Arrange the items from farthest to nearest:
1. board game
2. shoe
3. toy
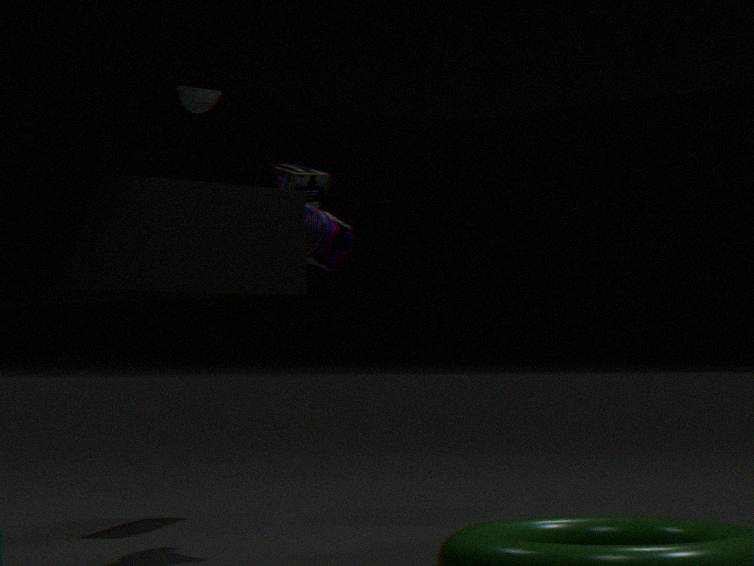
board game, toy, shoe
